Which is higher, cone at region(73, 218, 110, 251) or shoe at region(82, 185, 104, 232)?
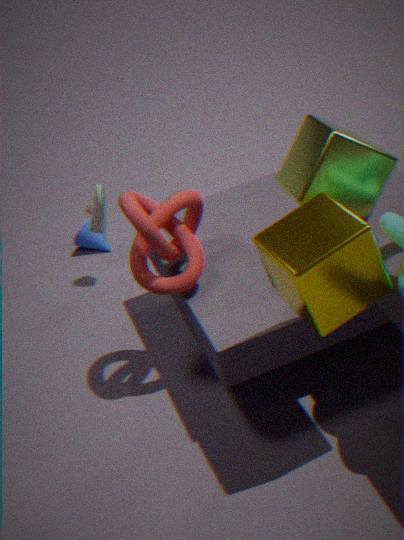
shoe at region(82, 185, 104, 232)
